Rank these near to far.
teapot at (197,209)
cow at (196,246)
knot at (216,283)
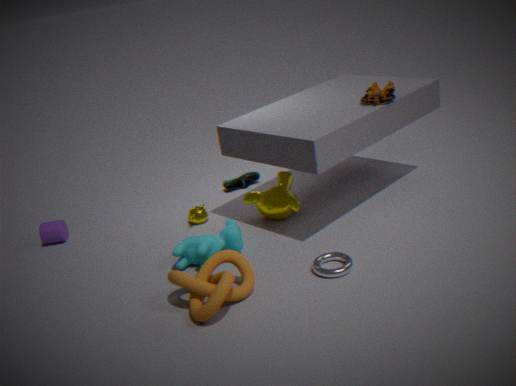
knot at (216,283) < cow at (196,246) < teapot at (197,209)
